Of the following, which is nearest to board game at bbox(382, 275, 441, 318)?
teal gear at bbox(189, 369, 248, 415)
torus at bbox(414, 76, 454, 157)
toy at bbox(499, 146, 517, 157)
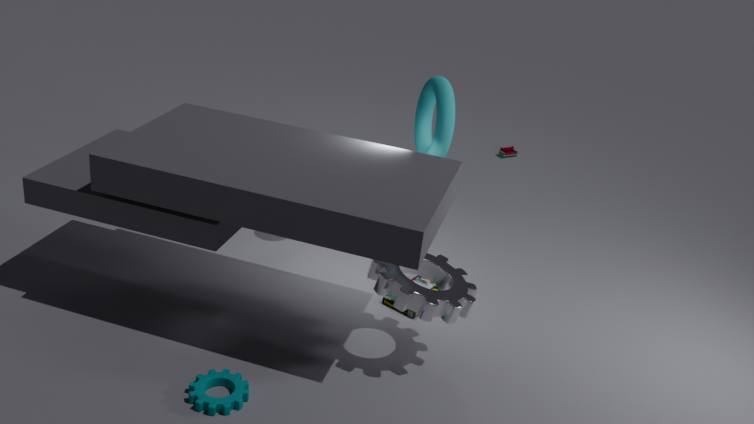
torus at bbox(414, 76, 454, 157)
